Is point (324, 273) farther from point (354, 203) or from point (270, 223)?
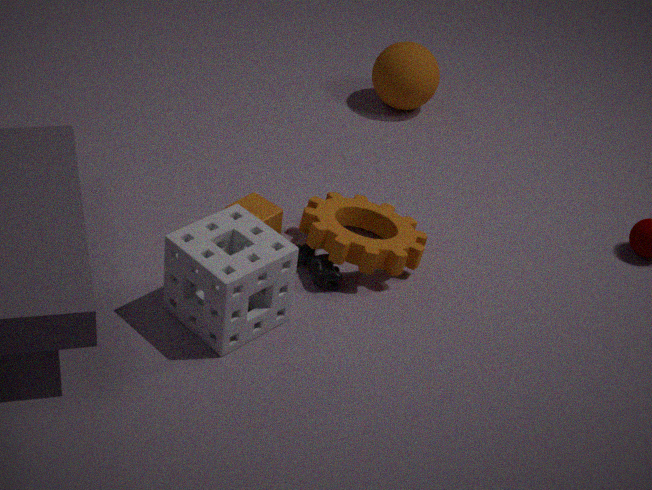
point (270, 223)
